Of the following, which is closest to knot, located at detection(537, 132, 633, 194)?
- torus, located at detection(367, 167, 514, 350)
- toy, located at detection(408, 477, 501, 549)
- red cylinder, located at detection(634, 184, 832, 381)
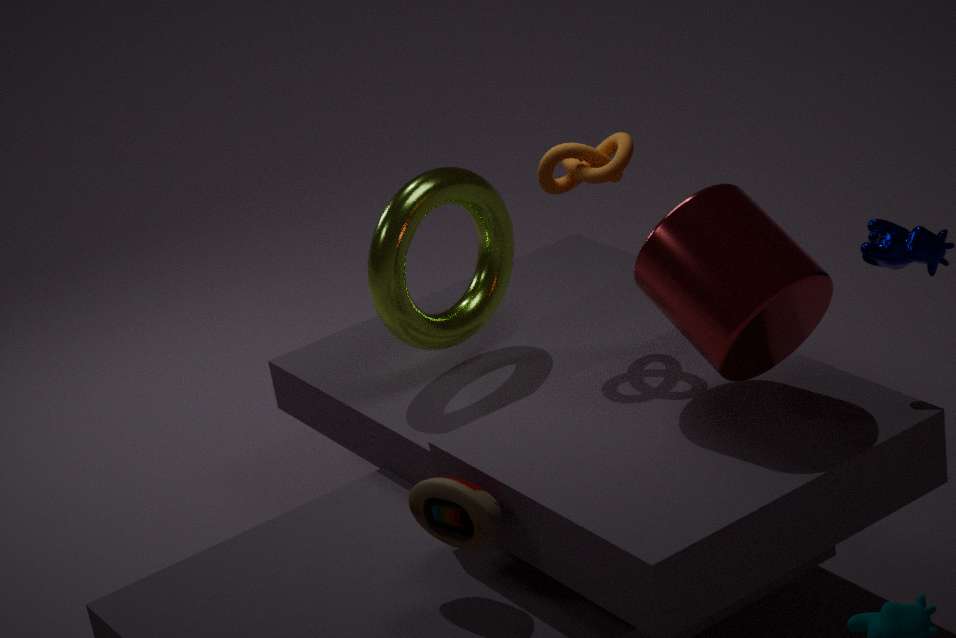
red cylinder, located at detection(634, 184, 832, 381)
